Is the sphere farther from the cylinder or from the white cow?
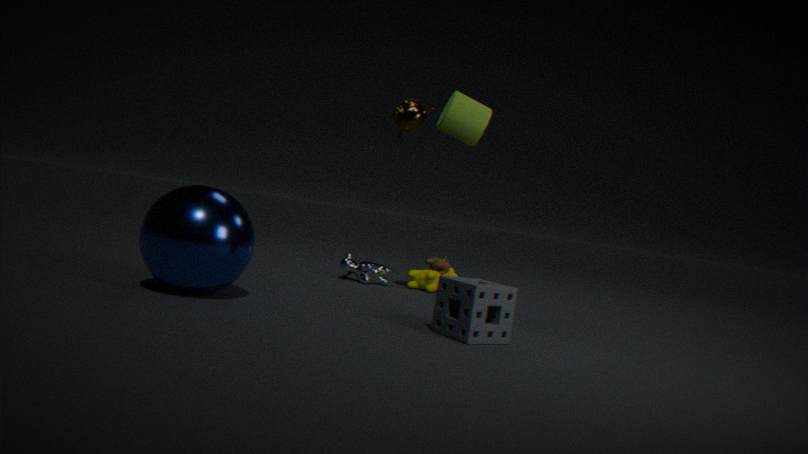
the cylinder
